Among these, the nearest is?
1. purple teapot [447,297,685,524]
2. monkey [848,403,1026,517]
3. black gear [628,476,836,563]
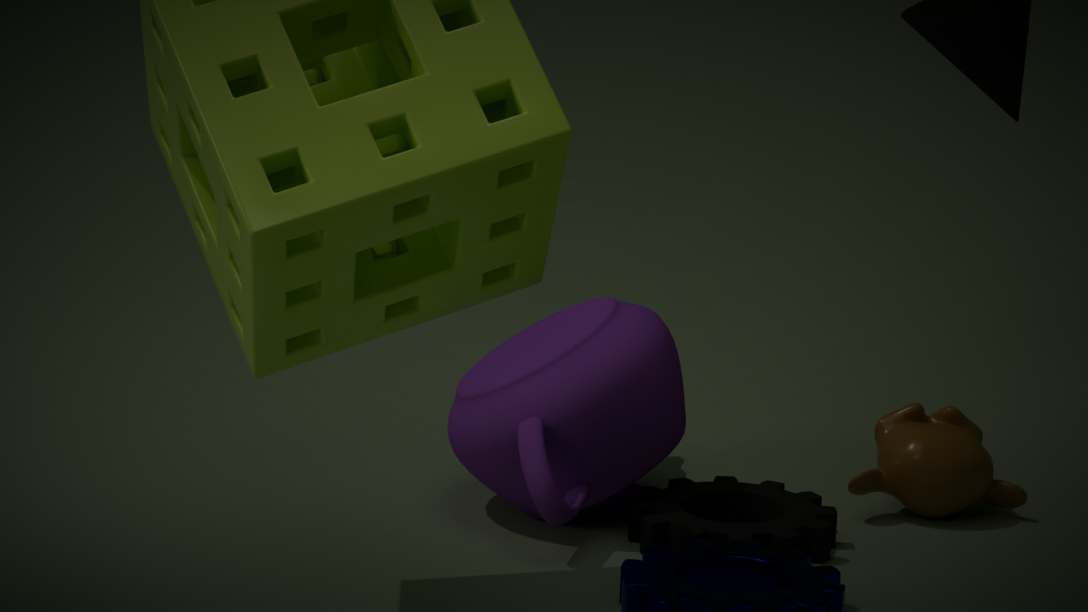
black gear [628,476,836,563]
